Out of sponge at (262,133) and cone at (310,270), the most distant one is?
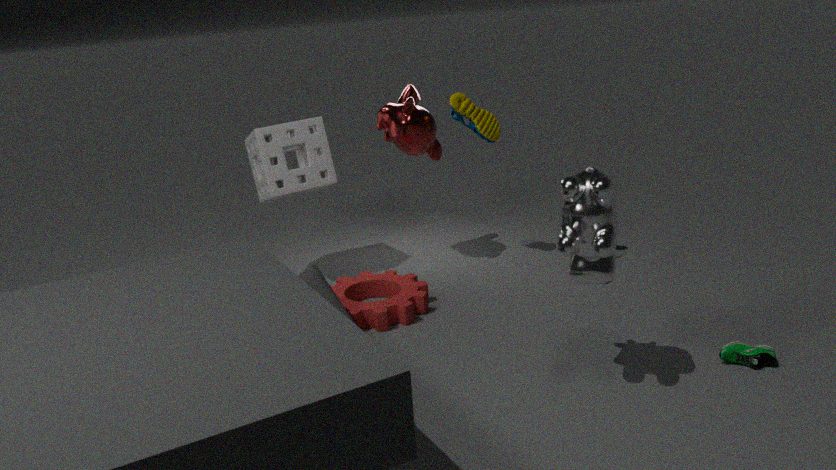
sponge at (262,133)
